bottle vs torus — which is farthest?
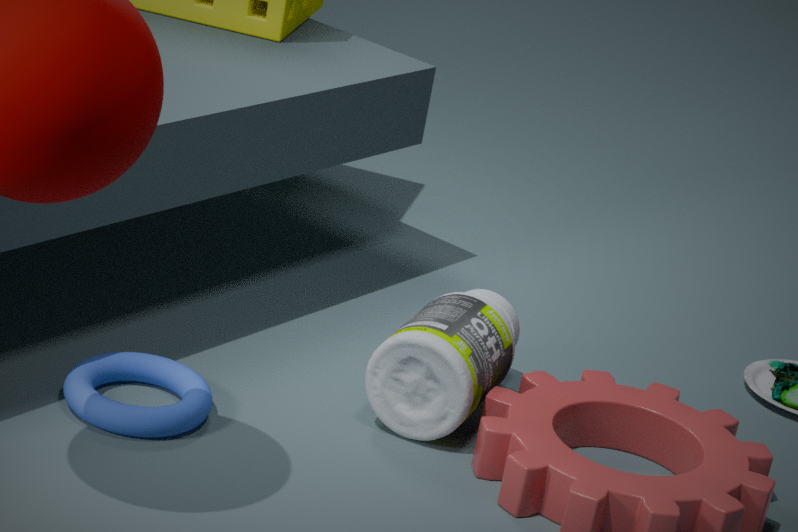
bottle
